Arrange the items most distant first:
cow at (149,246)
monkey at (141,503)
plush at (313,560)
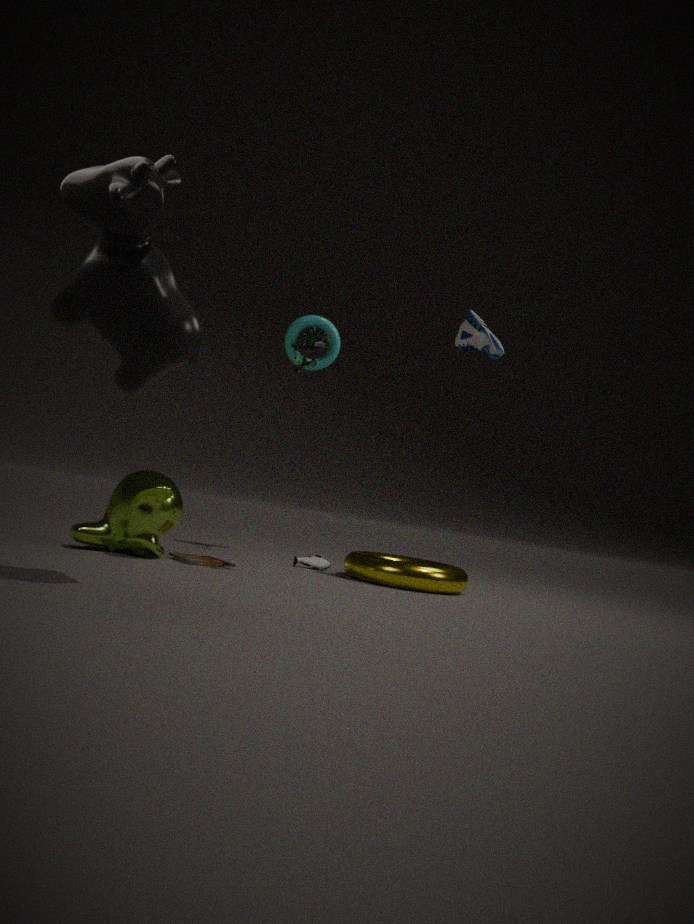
plush at (313,560) → monkey at (141,503) → cow at (149,246)
